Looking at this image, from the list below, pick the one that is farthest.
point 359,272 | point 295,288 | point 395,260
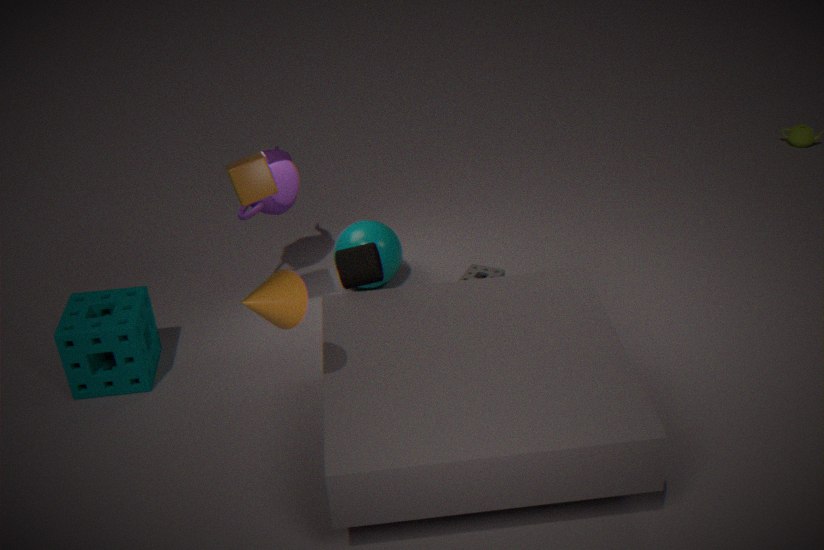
point 395,260
